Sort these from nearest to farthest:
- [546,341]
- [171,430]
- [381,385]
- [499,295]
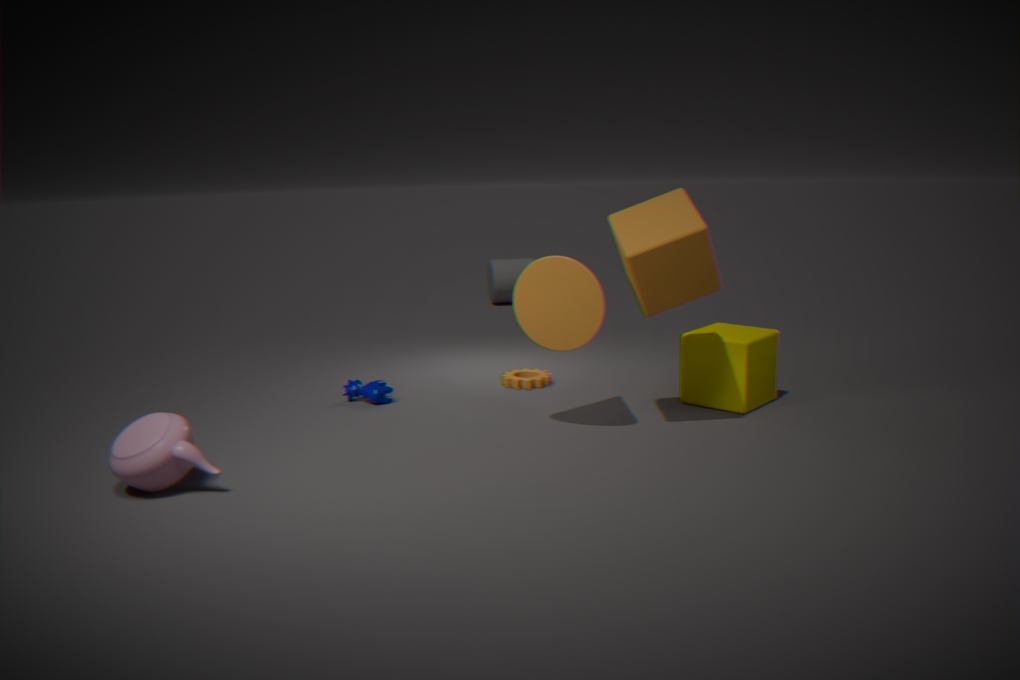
[171,430]
[546,341]
[381,385]
[499,295]
